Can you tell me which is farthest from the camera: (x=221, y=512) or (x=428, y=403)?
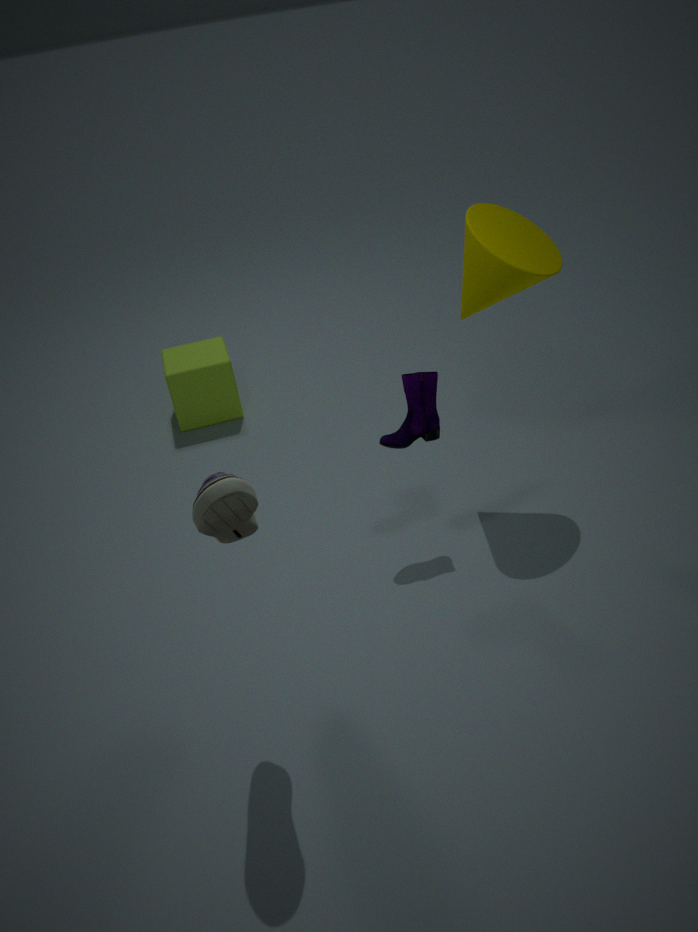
(x=428, y=403)
